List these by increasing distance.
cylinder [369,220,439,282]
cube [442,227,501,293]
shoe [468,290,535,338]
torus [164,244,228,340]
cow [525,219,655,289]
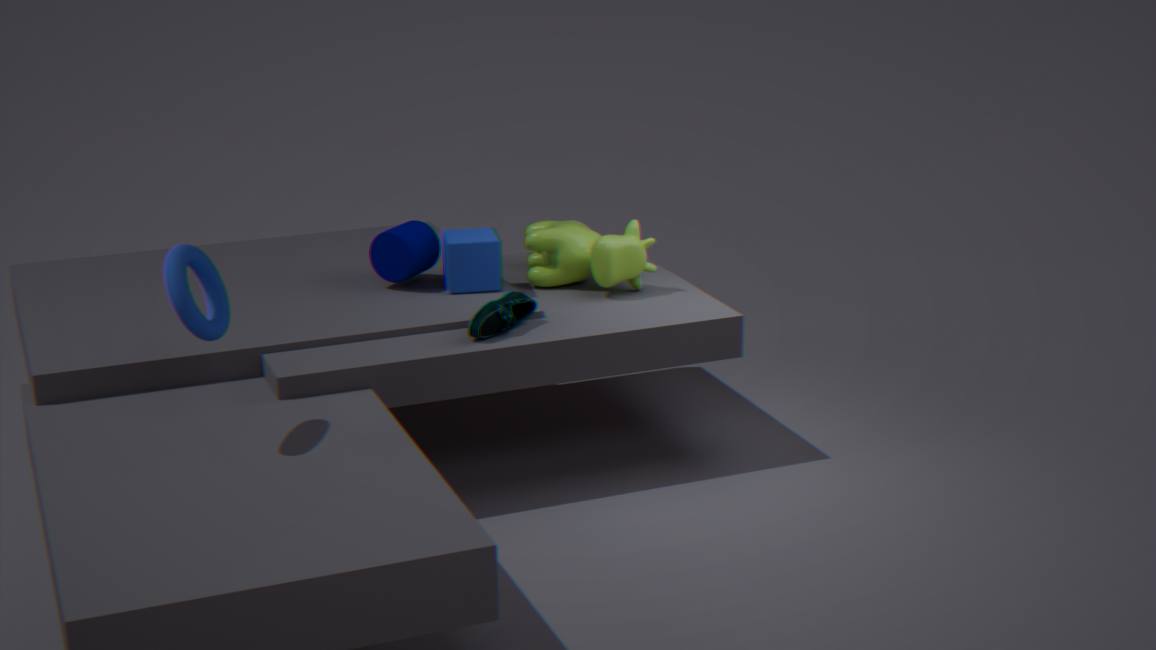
torus [164,244,228,340], shoe [468,290,535,338], cube [442,227,501,293], cow [525,219,655,289], cylinder [369,220,439,282]
